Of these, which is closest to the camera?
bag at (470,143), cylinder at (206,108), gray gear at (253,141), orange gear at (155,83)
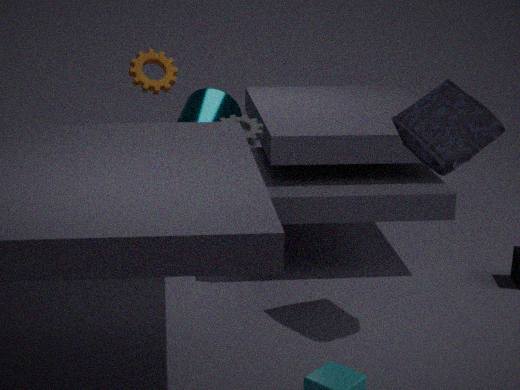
bag at (470,143)
